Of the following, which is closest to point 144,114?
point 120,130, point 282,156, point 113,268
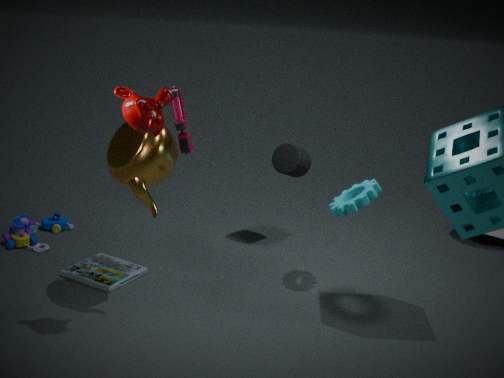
point 120,130
